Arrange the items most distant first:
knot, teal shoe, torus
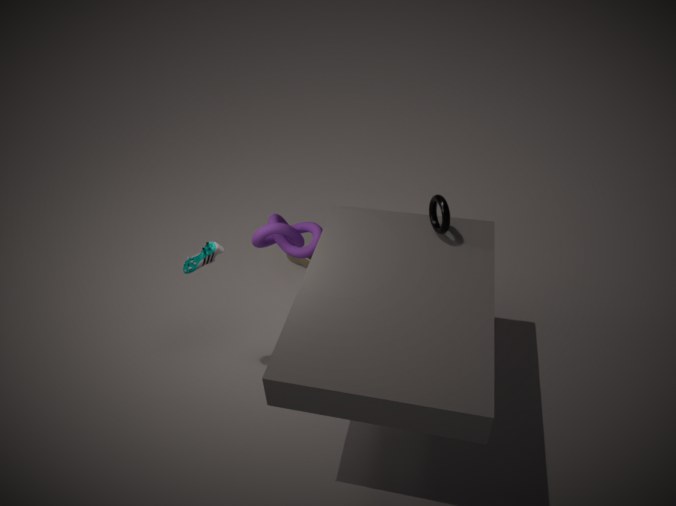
1. knot
2. teal shoe
3. torus
